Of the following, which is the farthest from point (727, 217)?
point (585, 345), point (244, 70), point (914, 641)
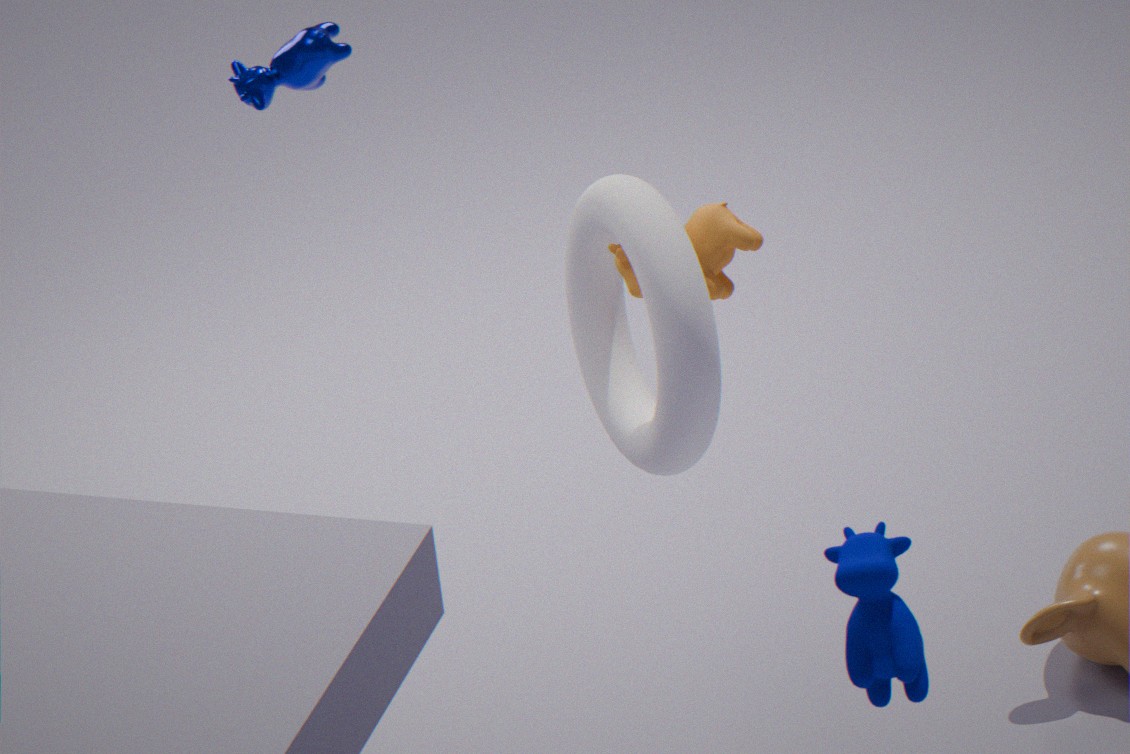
point (244, 70)
